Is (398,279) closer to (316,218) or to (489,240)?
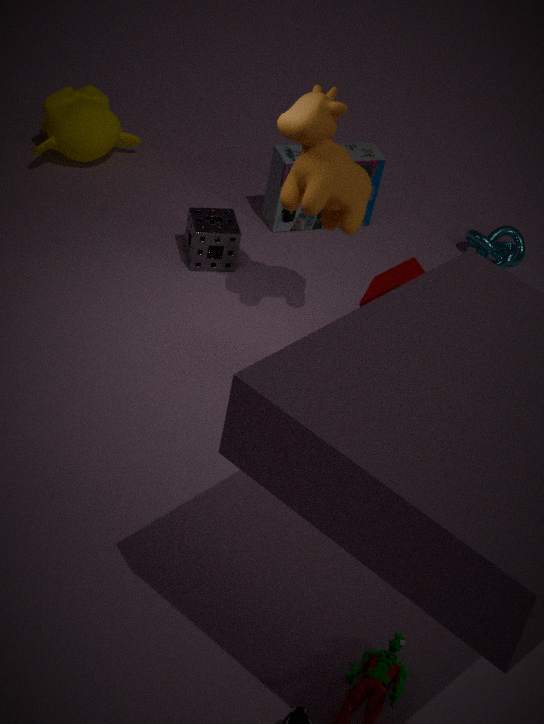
(316,218)
